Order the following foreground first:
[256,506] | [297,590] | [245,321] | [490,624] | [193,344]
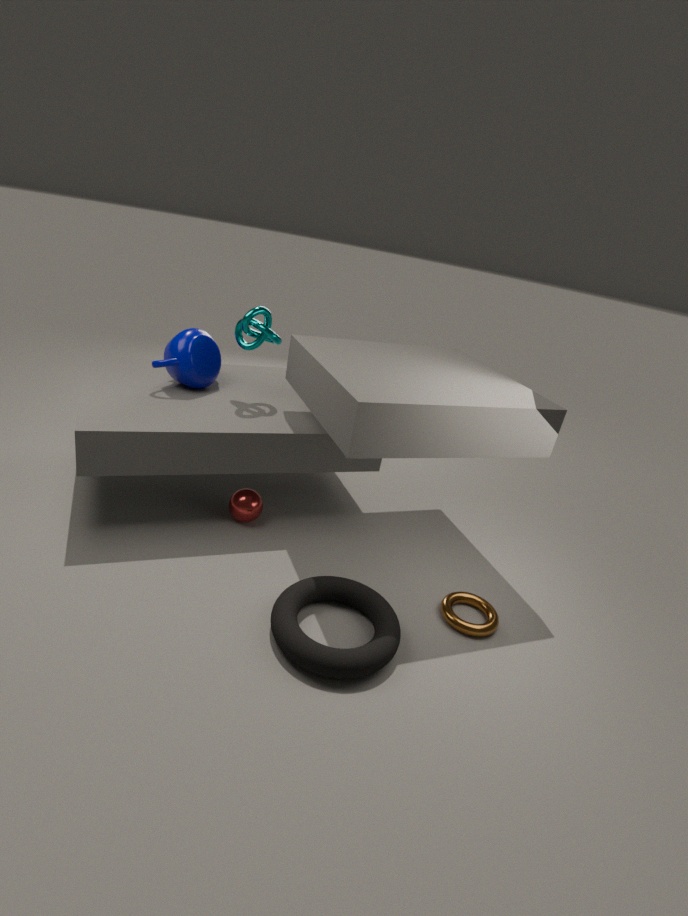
[297,590]
[490,624]
[256,506]
[245,321]
[193,344]
